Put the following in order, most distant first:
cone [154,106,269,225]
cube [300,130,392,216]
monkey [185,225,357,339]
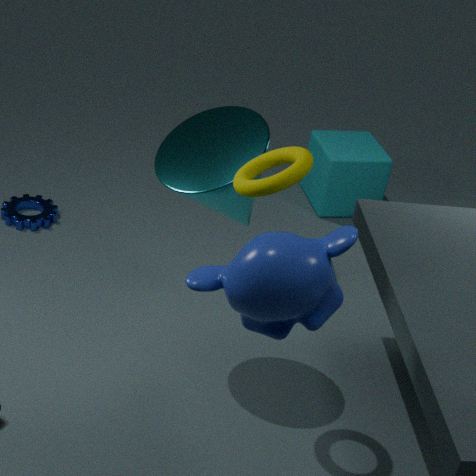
cube [300,130,392,216], cone [154,106,269,225], monkey [185,225,357,339]
